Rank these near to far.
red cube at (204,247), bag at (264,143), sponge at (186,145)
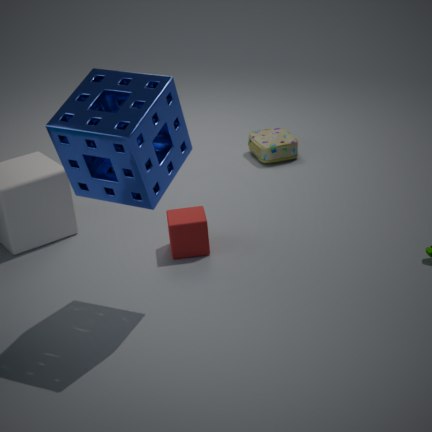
sponge at (186,145) < red cube at (204,247) < bag at (264,143)
